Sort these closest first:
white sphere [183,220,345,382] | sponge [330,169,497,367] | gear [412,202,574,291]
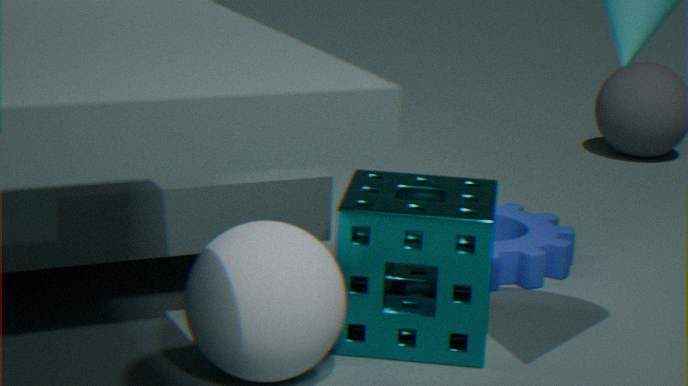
white sphere [183,220,345,382], sponge [330,169,497,367], gear [412,202,574,291]
